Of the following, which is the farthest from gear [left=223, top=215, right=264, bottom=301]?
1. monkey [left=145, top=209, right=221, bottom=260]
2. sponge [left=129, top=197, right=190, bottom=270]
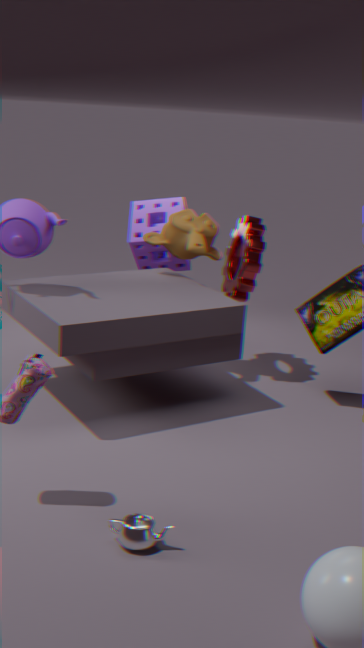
sponge [left=129, top=197, right=190, bottom=270]
